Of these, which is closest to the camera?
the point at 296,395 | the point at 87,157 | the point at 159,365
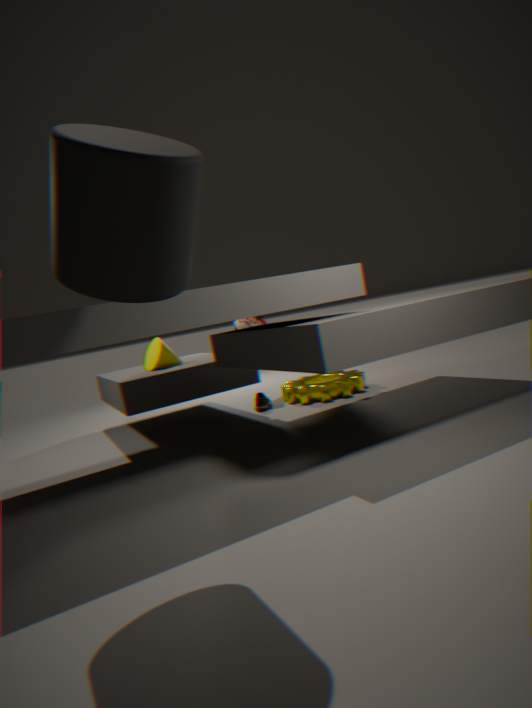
the point at 87,157
